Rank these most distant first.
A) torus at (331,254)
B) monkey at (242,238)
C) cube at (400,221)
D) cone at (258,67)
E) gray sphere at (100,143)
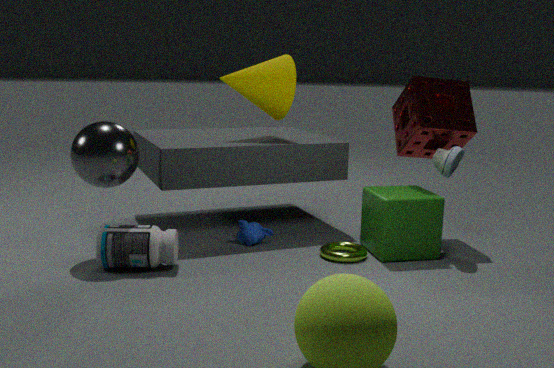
cone at (258,67) → monkey at (242,238) → torus at (331,254) → cube at (400,221) → gray sphere at (100,143)
